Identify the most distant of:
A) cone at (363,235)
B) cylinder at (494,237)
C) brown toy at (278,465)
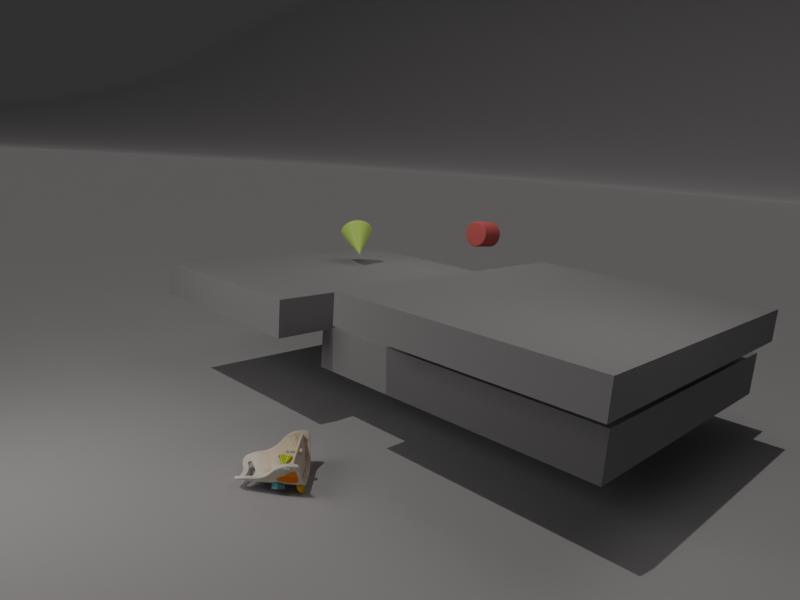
cylinder at (494,237)
